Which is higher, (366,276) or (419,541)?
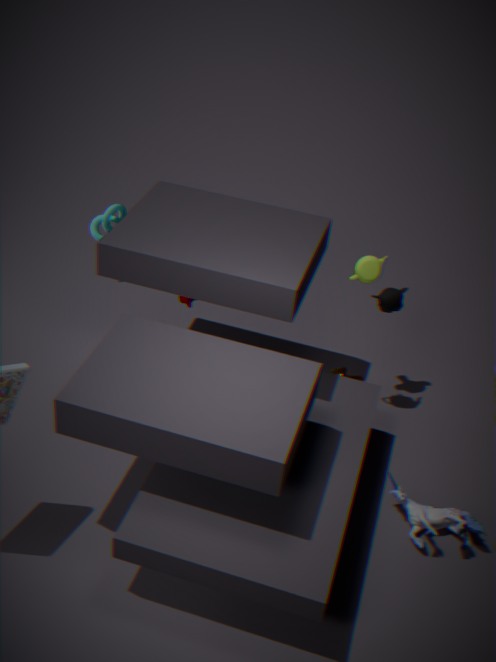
(366,276)
